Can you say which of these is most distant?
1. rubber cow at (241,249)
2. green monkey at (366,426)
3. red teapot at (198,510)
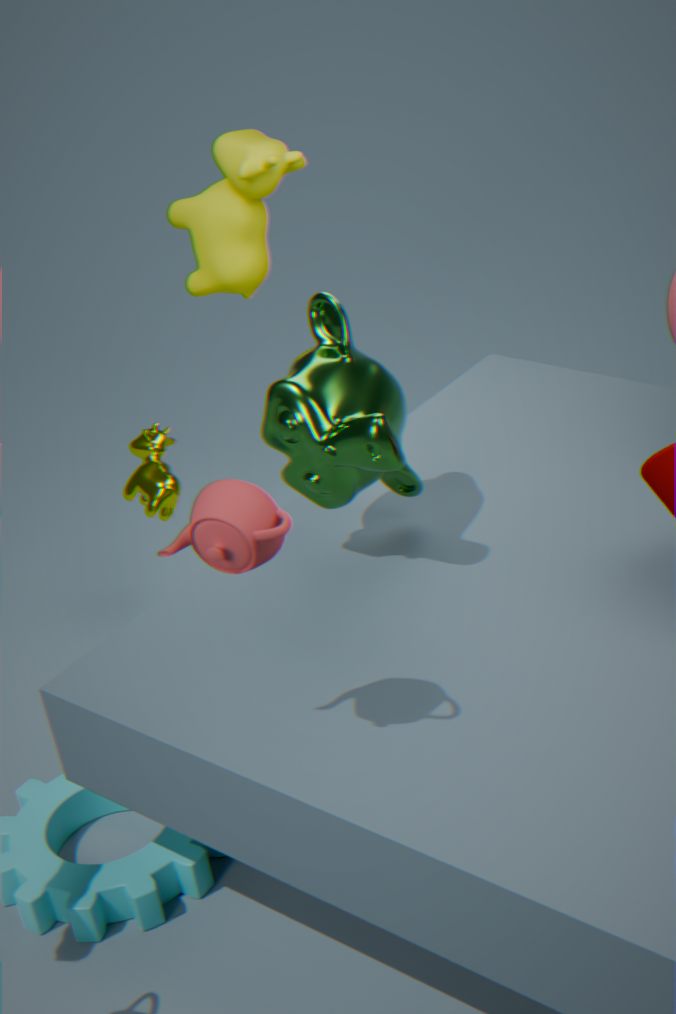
rubber cow at (241,249)
